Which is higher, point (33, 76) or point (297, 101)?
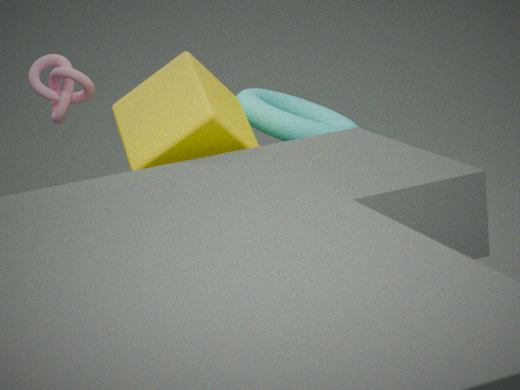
point (33, 76)
